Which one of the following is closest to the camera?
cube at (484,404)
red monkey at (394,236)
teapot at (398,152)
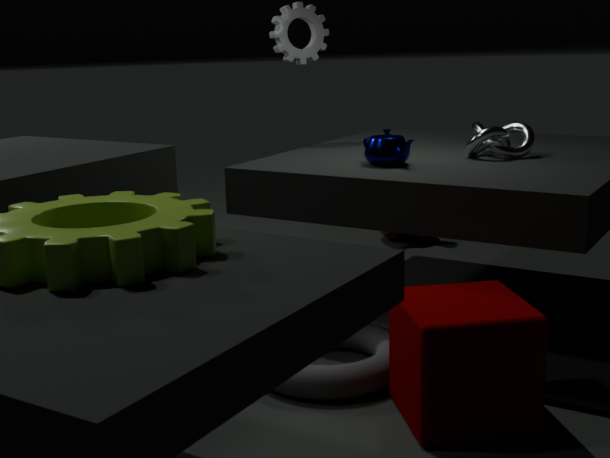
cube at (484,404)
